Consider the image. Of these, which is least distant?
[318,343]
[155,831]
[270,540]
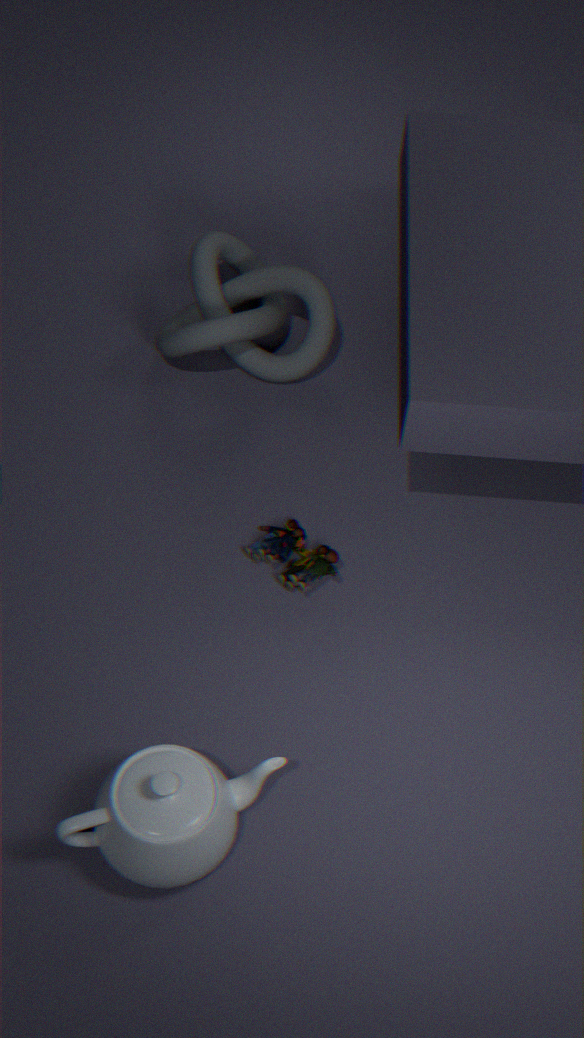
[155,831]
